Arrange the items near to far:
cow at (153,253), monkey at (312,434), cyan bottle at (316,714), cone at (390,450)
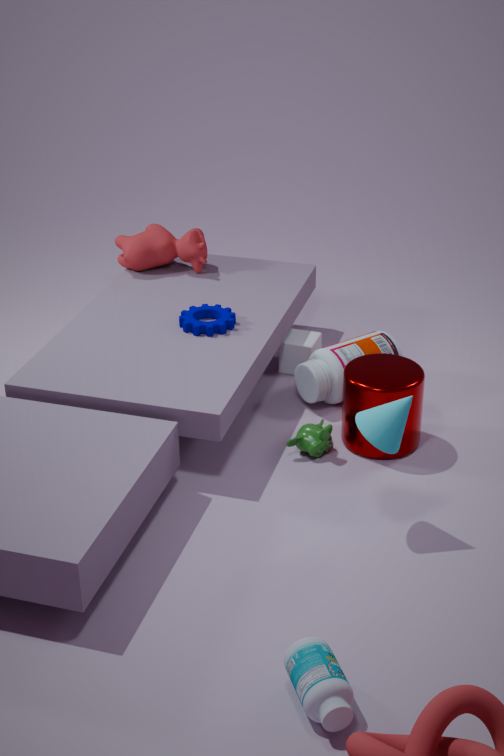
cyan bottle at (316,714) < cone at (390,450) < monkey at (312,434) < cow at (153,253)
